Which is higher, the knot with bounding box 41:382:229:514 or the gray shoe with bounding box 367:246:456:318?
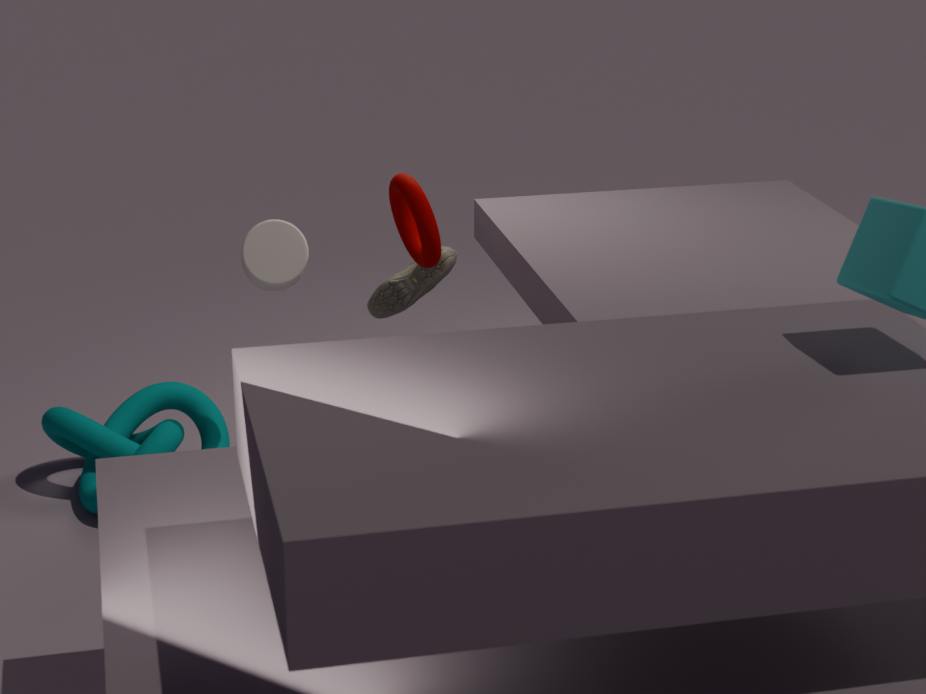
the gray shoe with bounding box 367:246:456:318
